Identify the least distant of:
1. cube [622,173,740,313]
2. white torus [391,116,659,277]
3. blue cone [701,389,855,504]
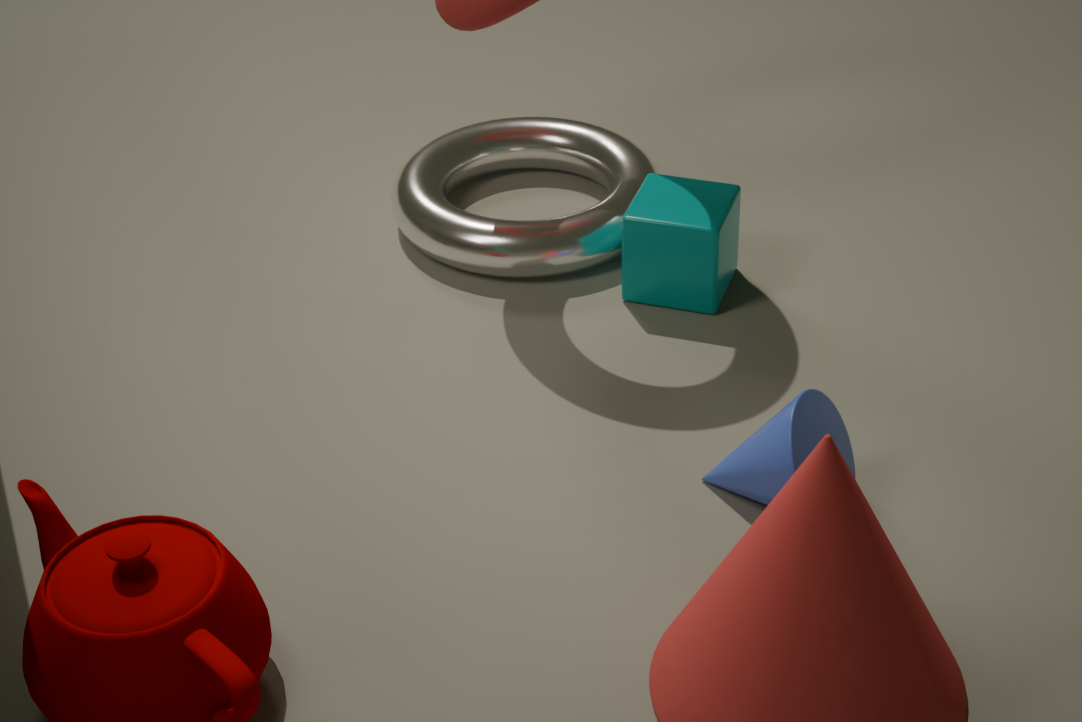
blue cone [701,389,855,504]
